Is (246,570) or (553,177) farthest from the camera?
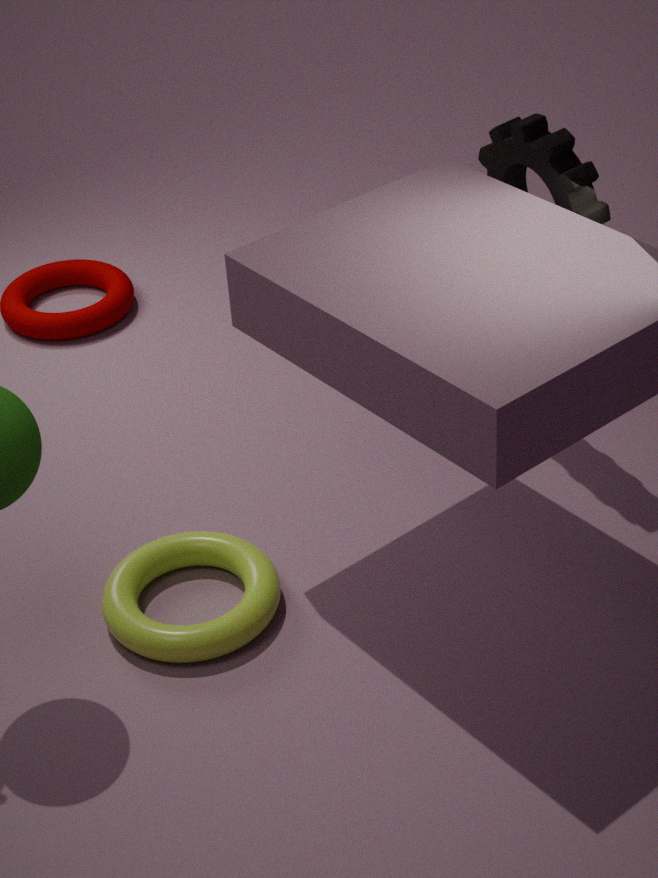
(553,177)
